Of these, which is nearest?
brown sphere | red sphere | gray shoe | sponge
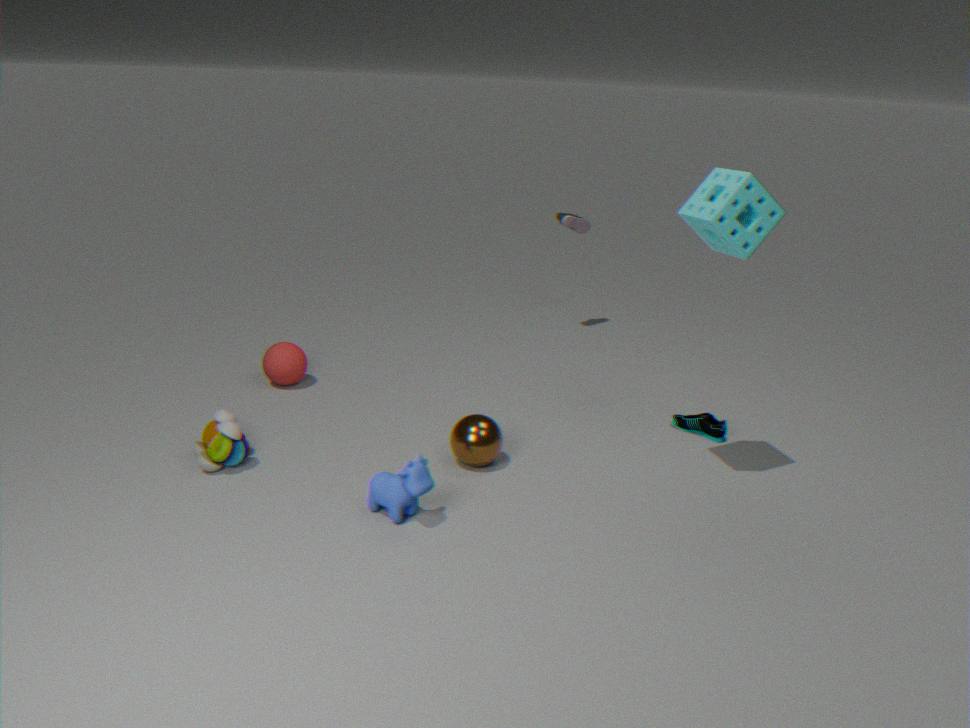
sponge
